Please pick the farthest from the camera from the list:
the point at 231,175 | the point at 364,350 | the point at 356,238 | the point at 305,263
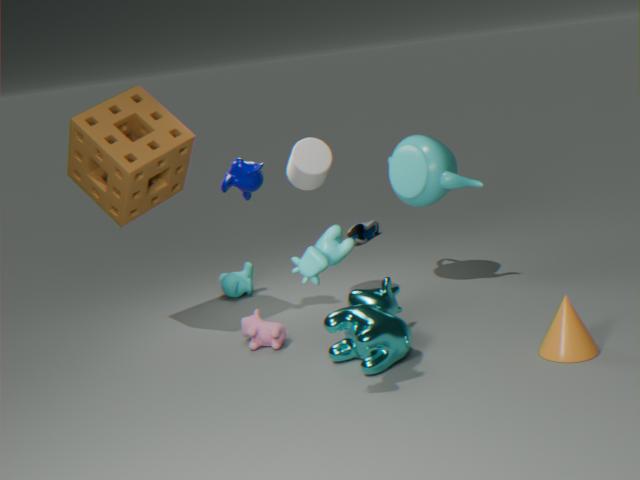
the point at 356,238
